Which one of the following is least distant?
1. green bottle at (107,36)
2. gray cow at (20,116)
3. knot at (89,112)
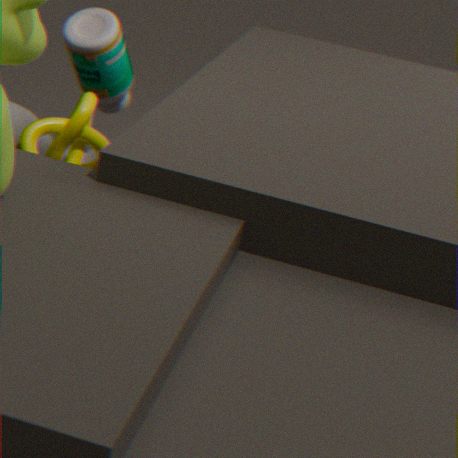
knot at (89,112)
